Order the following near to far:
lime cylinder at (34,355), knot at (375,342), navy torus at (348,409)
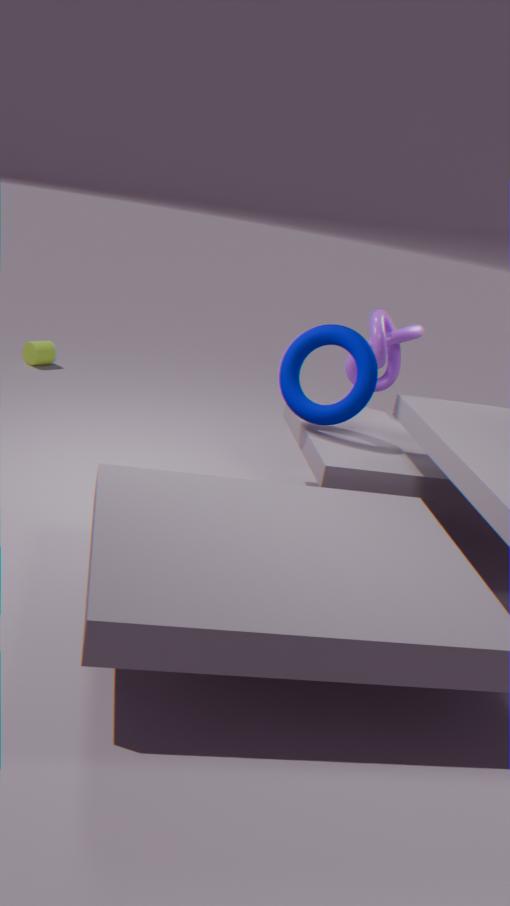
1. navy torus at (348,409)
2. knot at (375,342)
3. lime cylinder at (34,355)
